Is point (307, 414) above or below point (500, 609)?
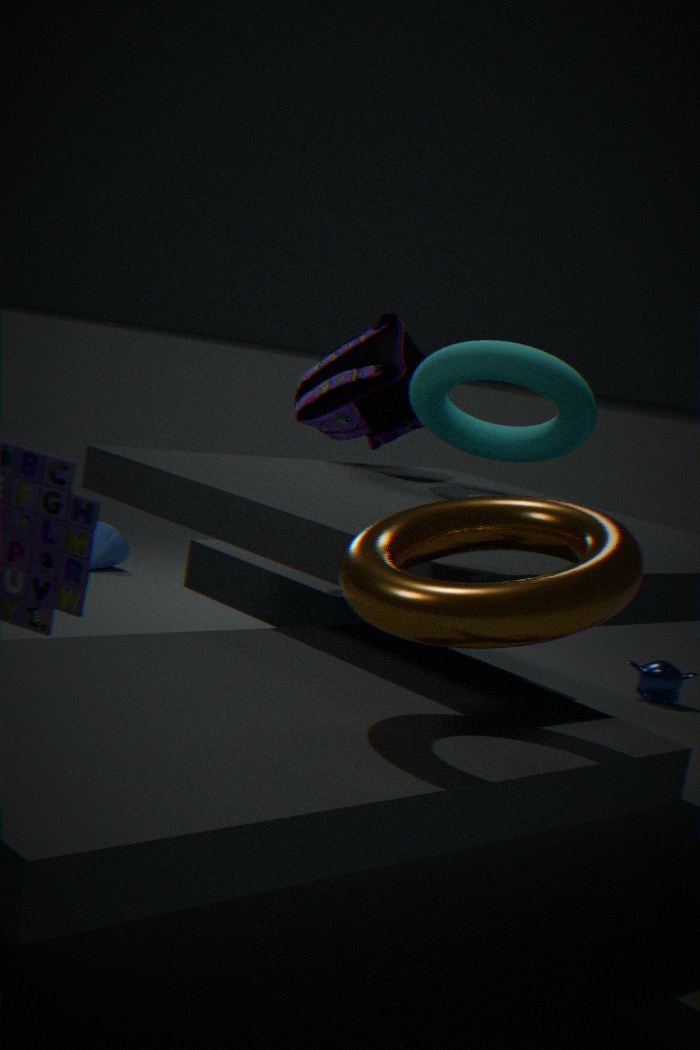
above
